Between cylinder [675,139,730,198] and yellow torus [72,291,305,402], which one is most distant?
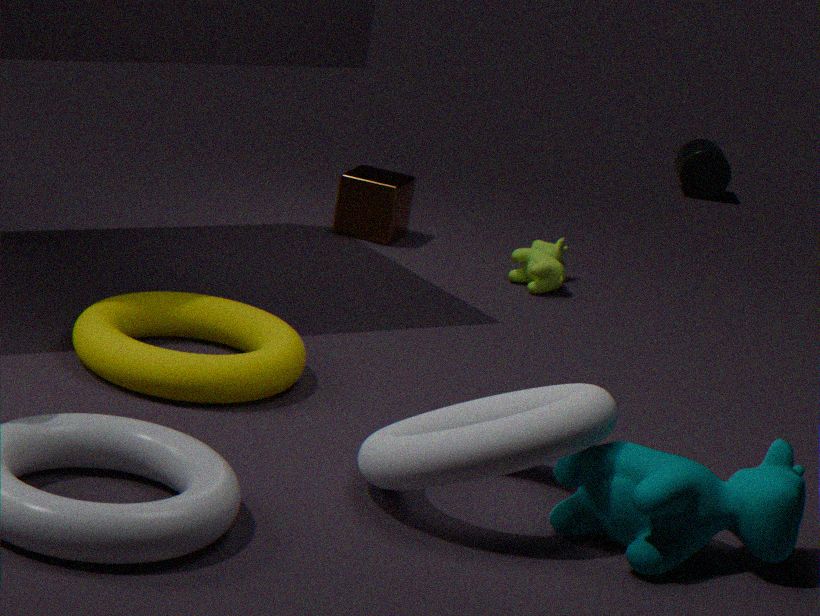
cylinder [675,139,730,198]
